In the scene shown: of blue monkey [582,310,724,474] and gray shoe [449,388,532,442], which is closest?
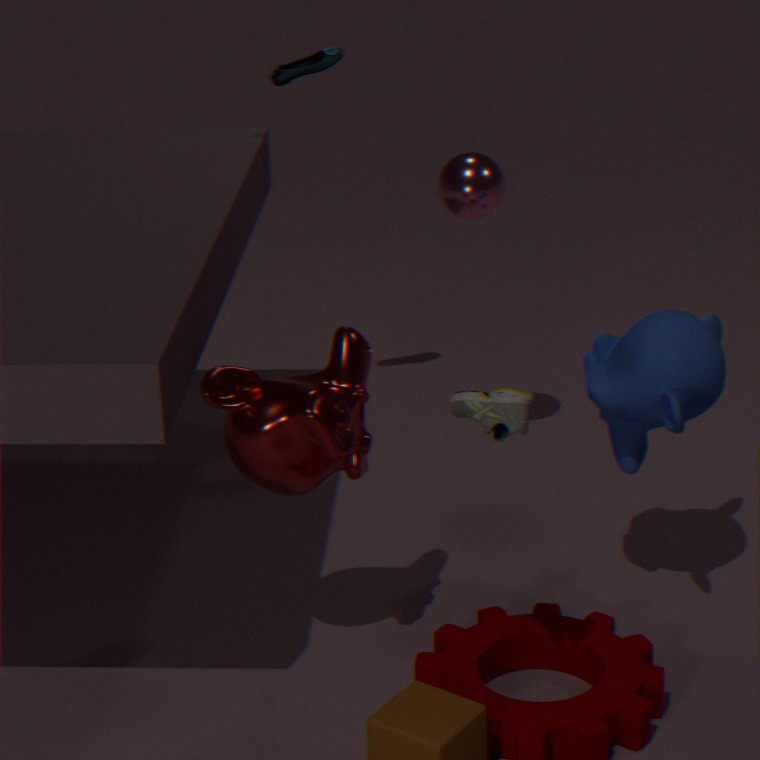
gray shoe [449,388,532,442]
